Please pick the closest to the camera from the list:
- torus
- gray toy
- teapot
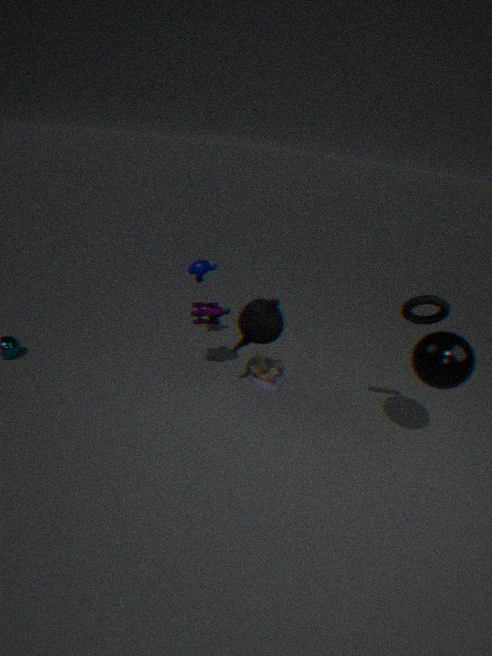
torus
